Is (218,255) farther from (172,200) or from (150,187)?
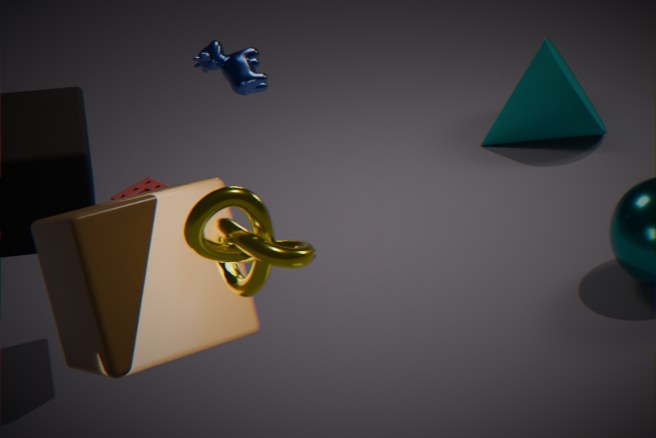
(150,187)
